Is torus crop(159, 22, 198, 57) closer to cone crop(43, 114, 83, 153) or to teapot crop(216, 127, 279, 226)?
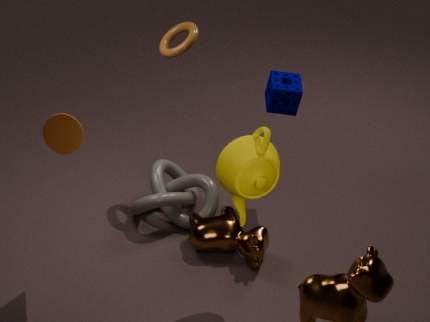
cone crop(43, 114, 83, 153)
